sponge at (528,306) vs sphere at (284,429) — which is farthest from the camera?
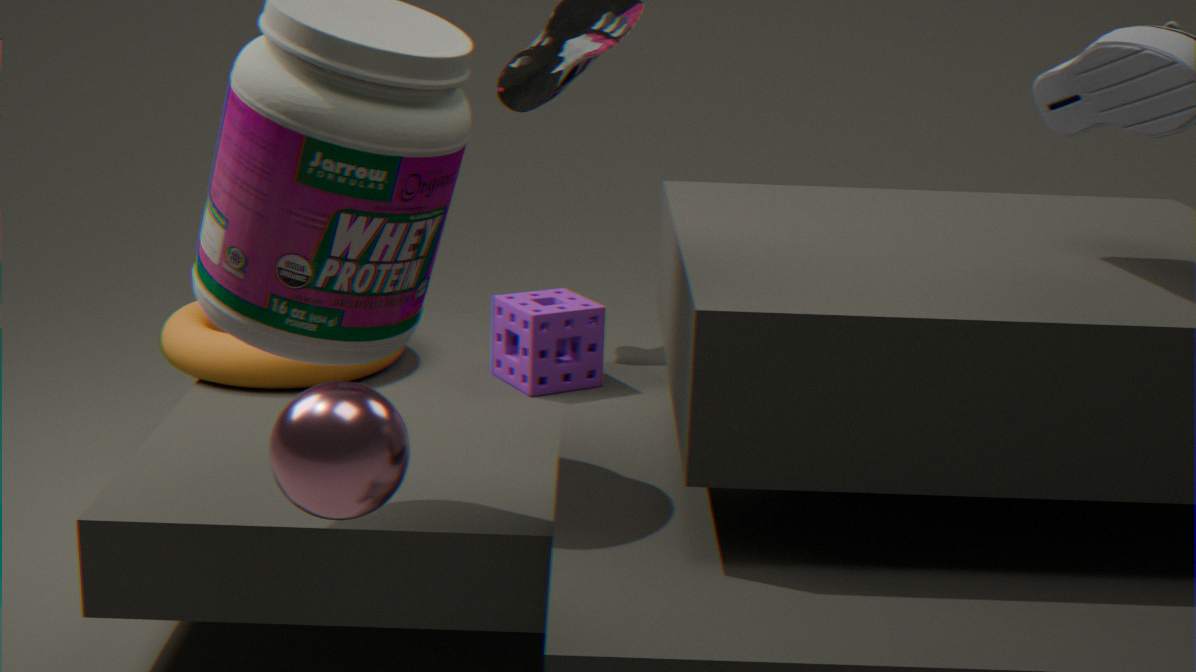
sponge at (528,306)
